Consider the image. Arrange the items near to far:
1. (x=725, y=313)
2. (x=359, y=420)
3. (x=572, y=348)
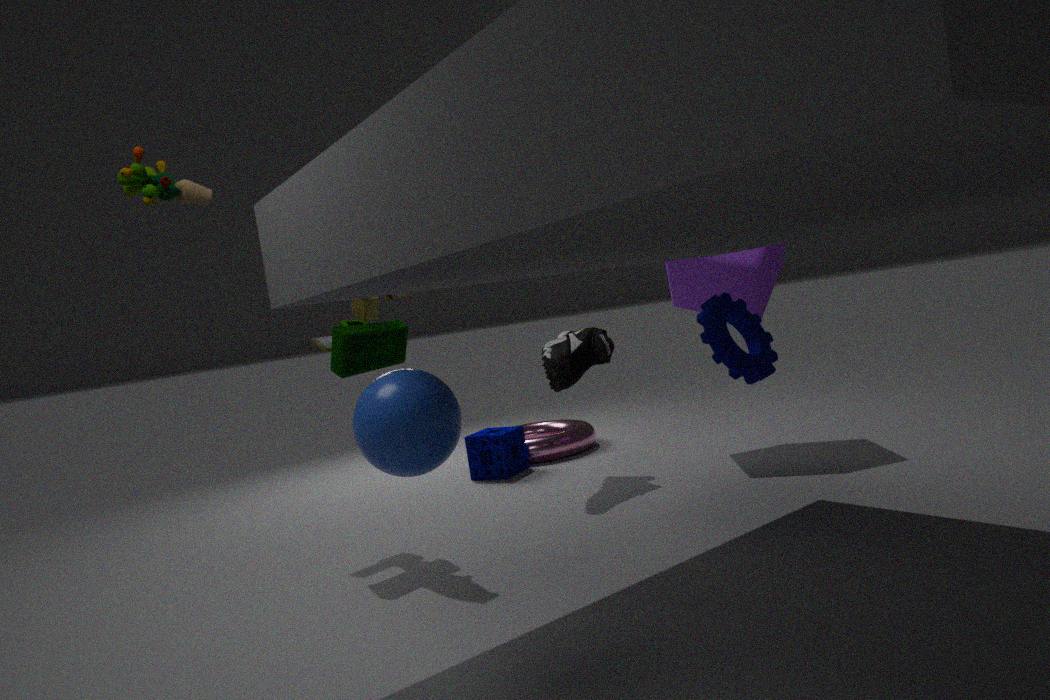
(x=359, y=420) < (x=725, y=313) < (x=572, y=348)
